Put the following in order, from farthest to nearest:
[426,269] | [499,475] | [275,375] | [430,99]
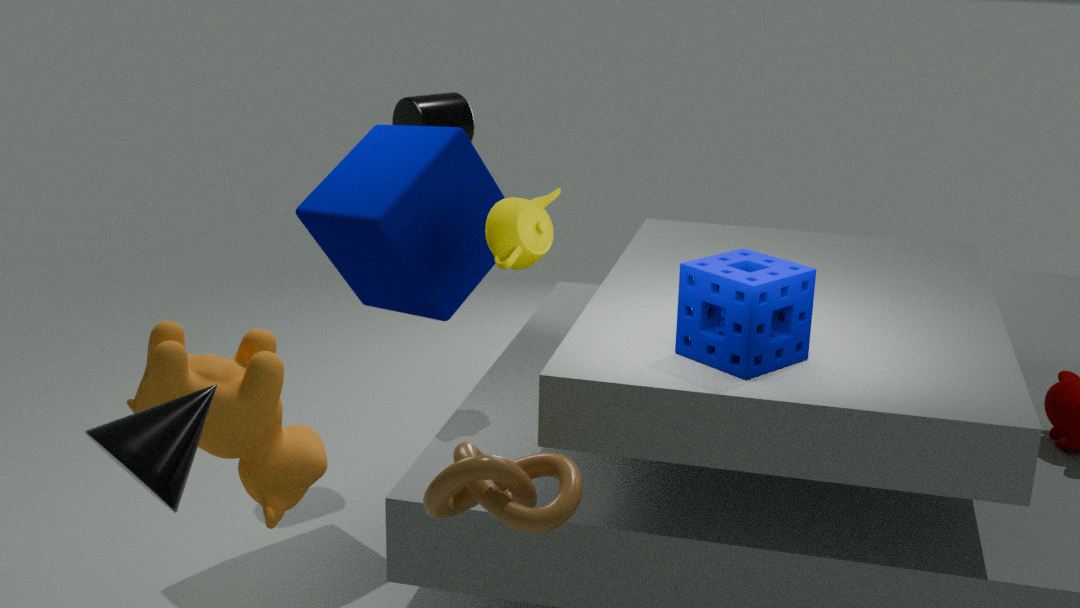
[430,99]
[426,269]
[275,375]
[499,475]
